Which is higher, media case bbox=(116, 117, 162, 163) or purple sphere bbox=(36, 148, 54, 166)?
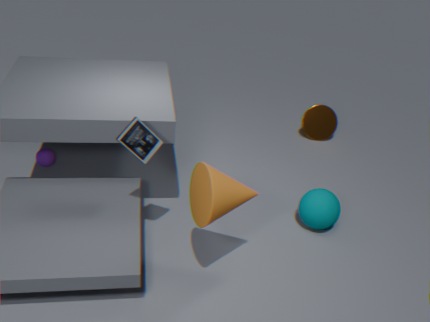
media case bbox=(116, 117, 162, 163)
